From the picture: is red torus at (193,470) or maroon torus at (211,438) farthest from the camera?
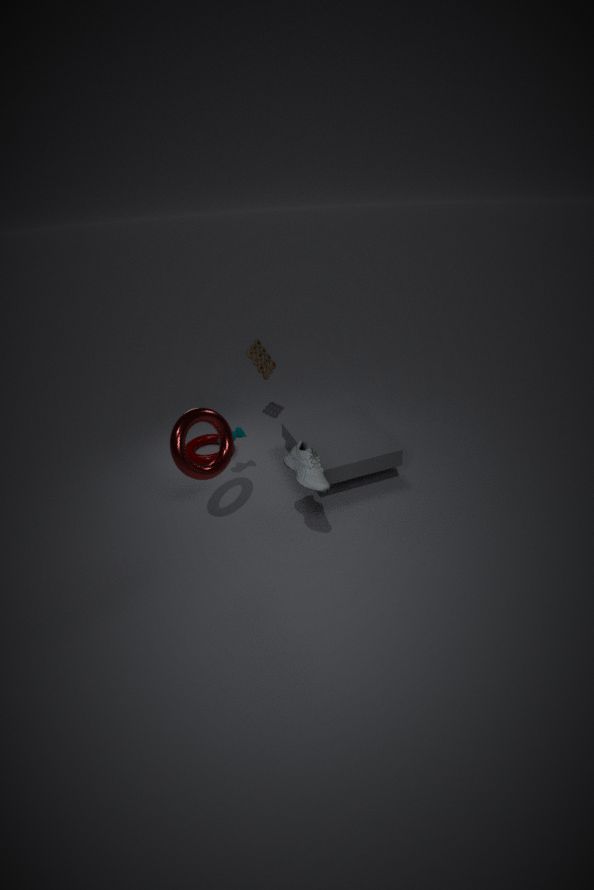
maroon torus at (211,438)
